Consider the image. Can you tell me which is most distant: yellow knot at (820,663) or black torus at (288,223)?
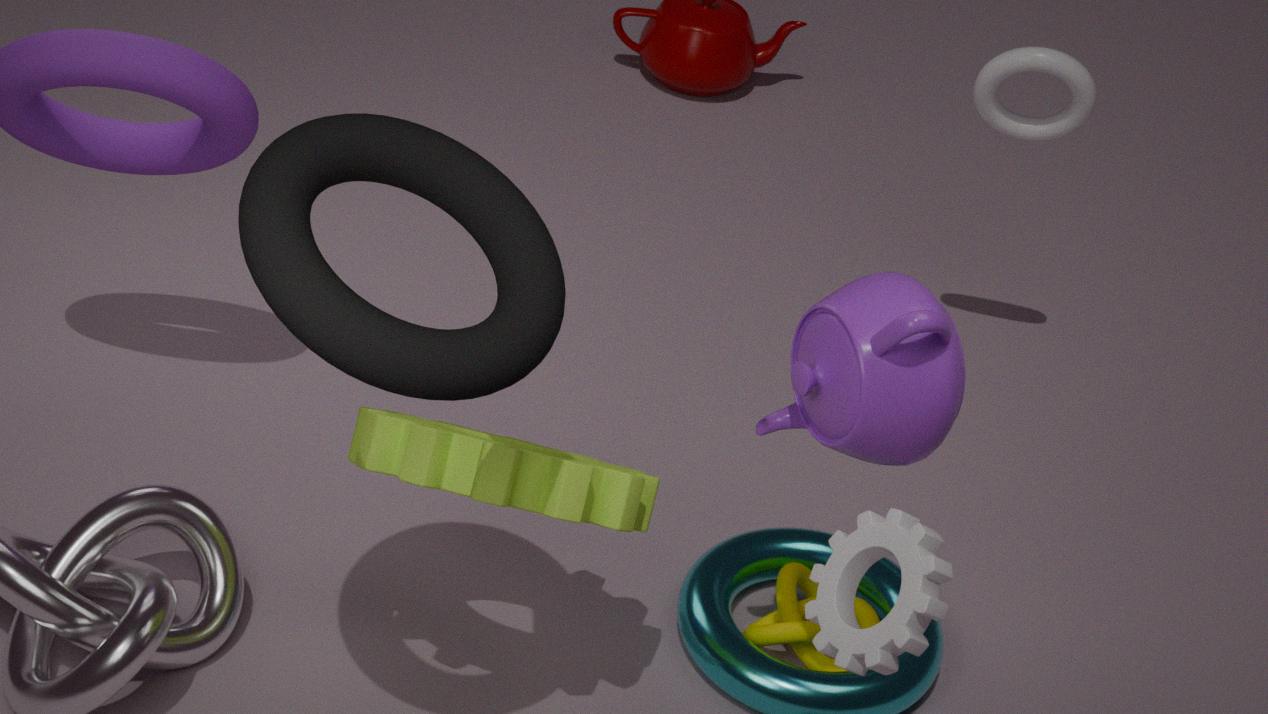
yellow knot at (820,663)
